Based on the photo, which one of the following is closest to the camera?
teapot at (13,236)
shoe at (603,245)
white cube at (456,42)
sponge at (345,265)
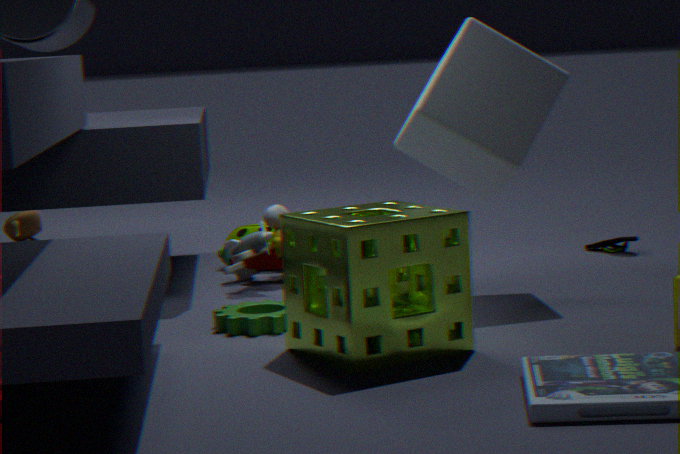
sponge at (345,265)
